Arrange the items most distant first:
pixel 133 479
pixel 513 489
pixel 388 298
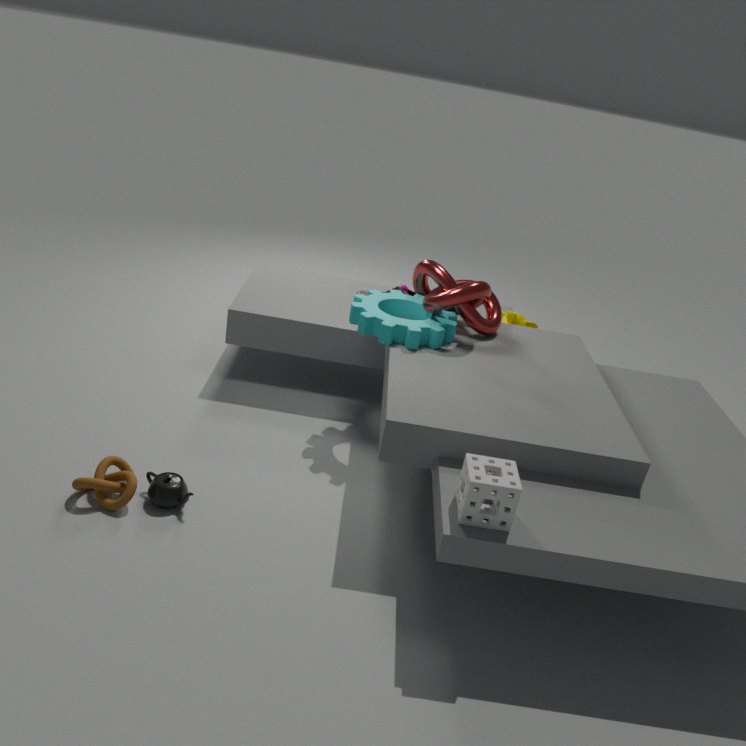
1. pixel 388 298
2. pixel 133 479
3. pixel 513 489
